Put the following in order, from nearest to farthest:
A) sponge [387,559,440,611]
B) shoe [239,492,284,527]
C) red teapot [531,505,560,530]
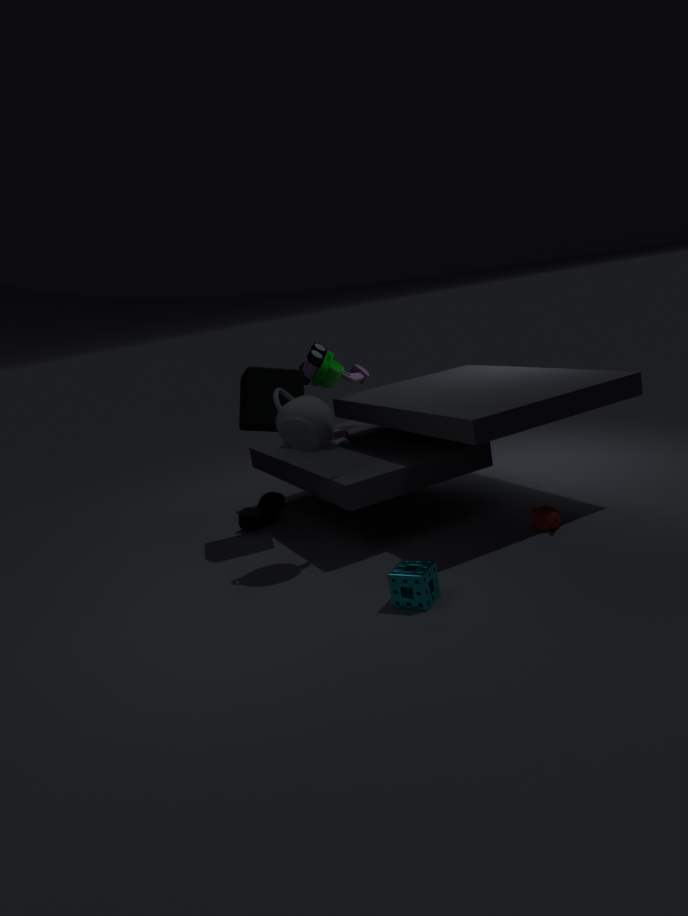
sponge [387,559,440,611] → red teapot [531,505,560,530] → shoe [239,492,284,527]
